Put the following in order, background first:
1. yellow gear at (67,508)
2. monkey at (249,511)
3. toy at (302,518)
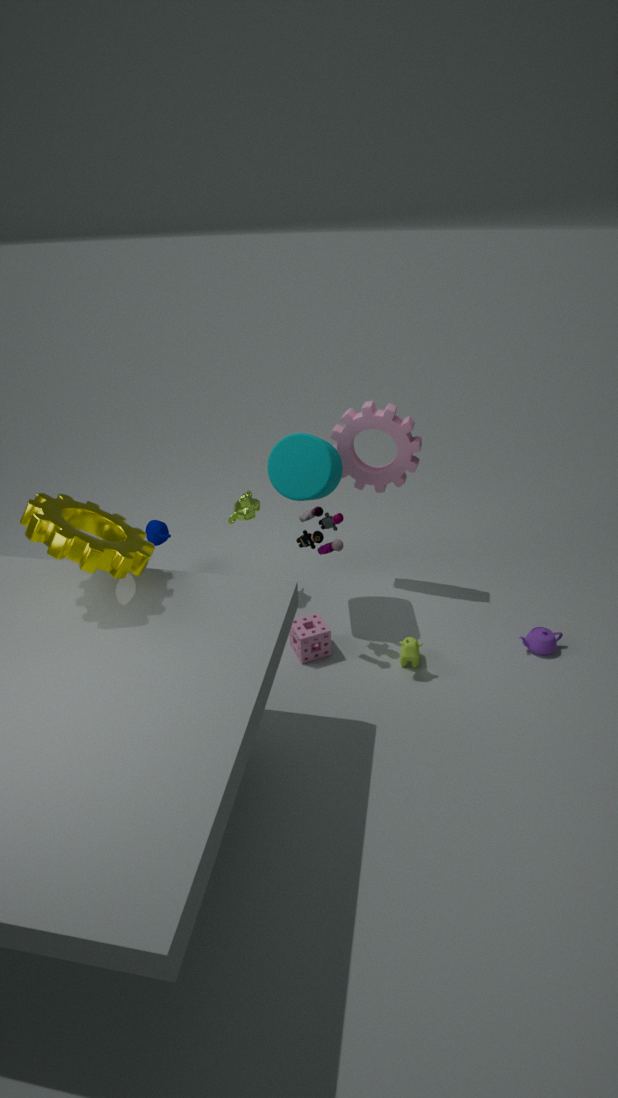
monkey at (249,511) < toy at (302,518) < yellow gear at (67,508)
